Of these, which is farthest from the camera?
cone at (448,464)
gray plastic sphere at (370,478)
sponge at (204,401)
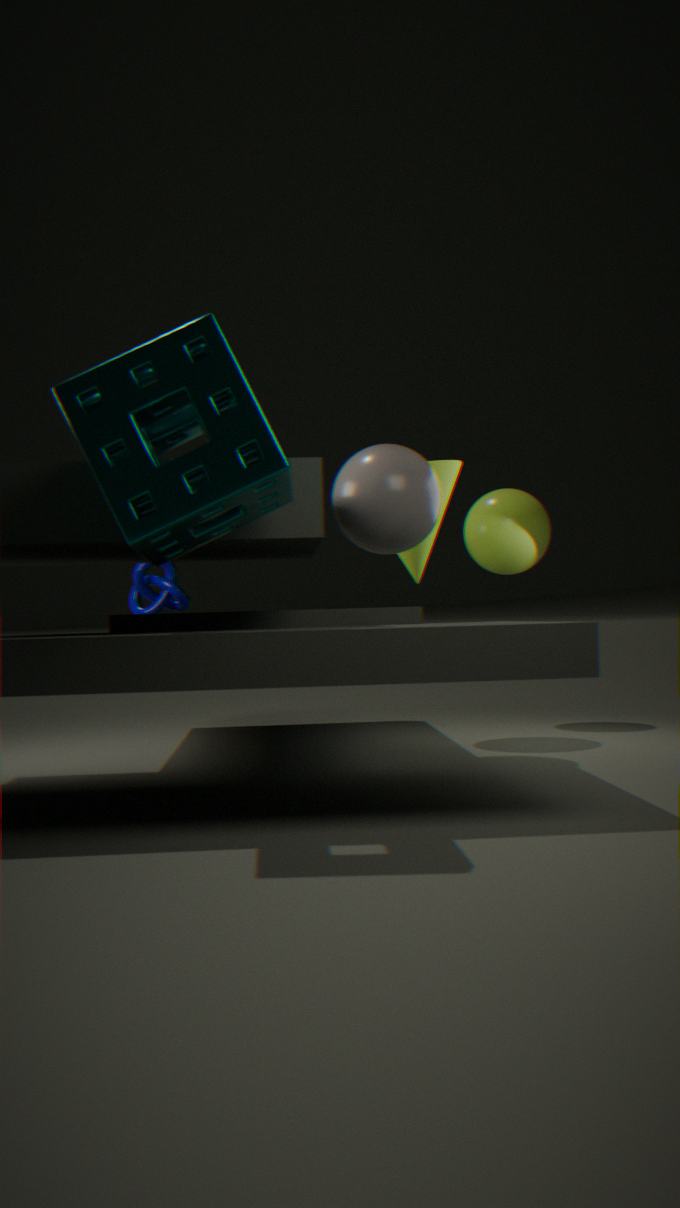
cone at (448,464)
